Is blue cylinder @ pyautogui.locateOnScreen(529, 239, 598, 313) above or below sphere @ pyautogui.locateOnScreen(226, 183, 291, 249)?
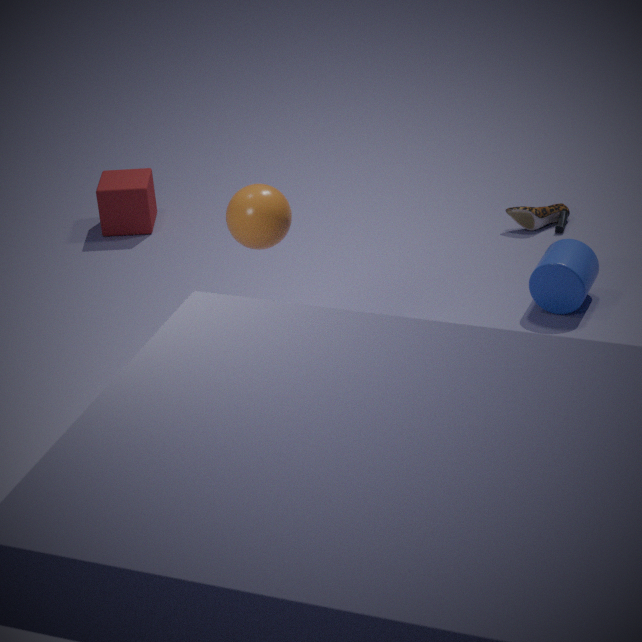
below
